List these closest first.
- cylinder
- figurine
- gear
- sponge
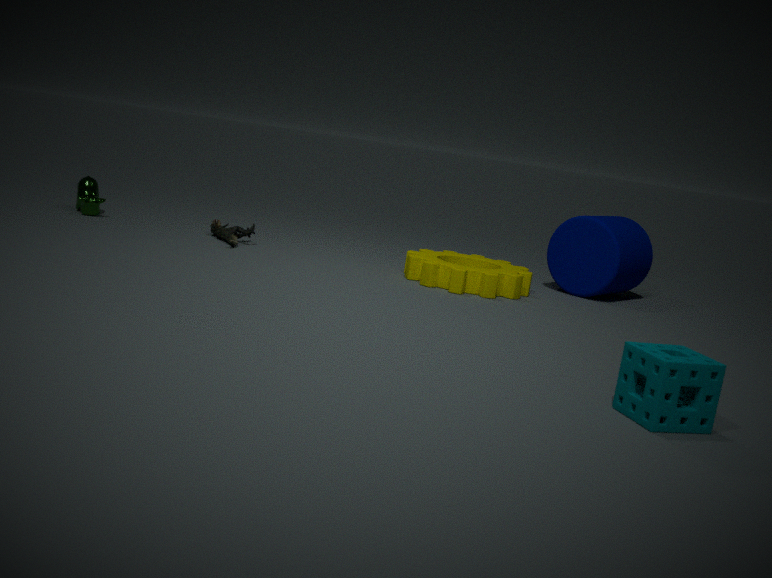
sponge < gear < cylinder < figurine
